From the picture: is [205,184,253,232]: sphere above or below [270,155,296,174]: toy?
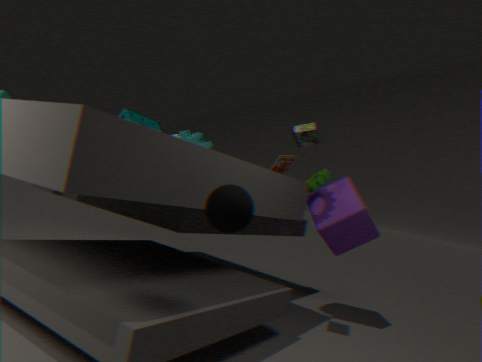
below
